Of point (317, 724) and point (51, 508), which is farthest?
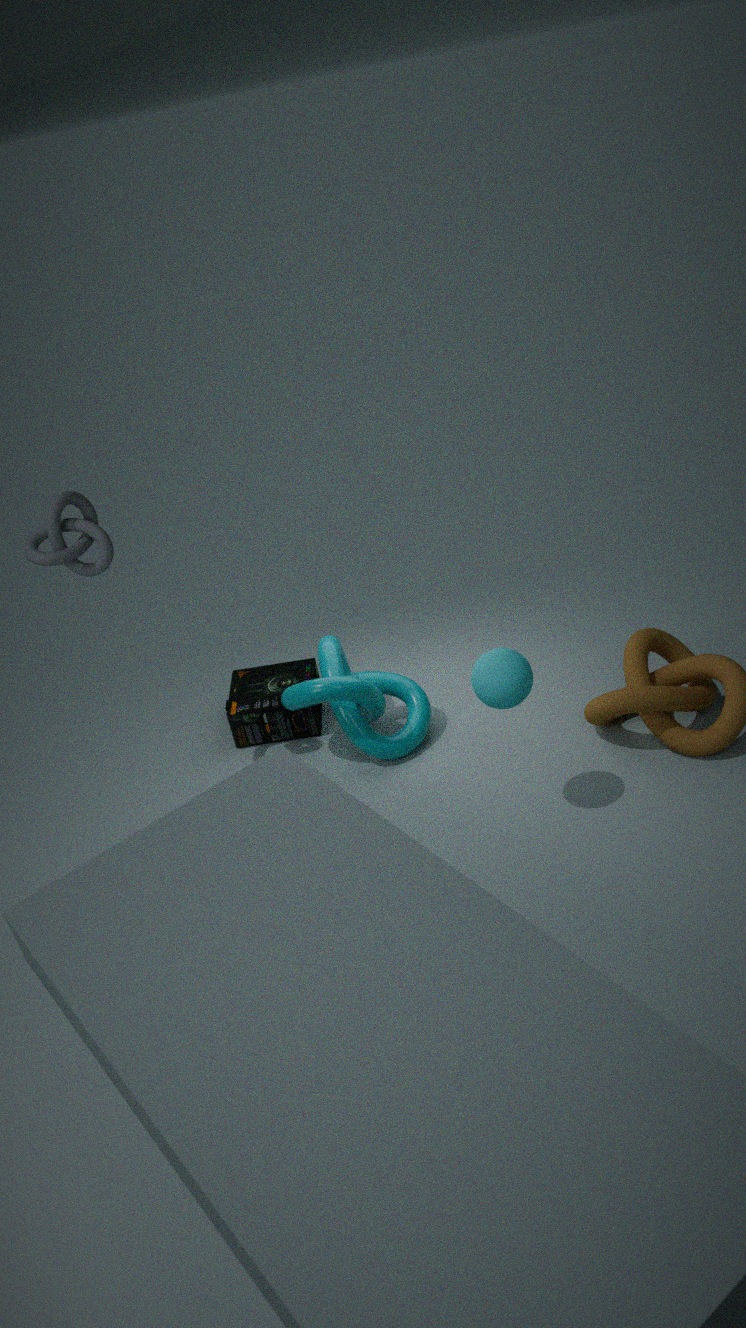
point (317, 724)
